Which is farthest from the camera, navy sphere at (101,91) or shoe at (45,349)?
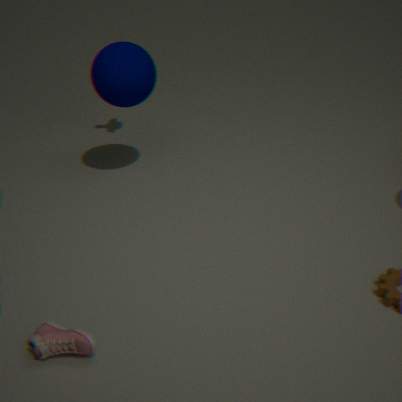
navy sphere at (101,91)
